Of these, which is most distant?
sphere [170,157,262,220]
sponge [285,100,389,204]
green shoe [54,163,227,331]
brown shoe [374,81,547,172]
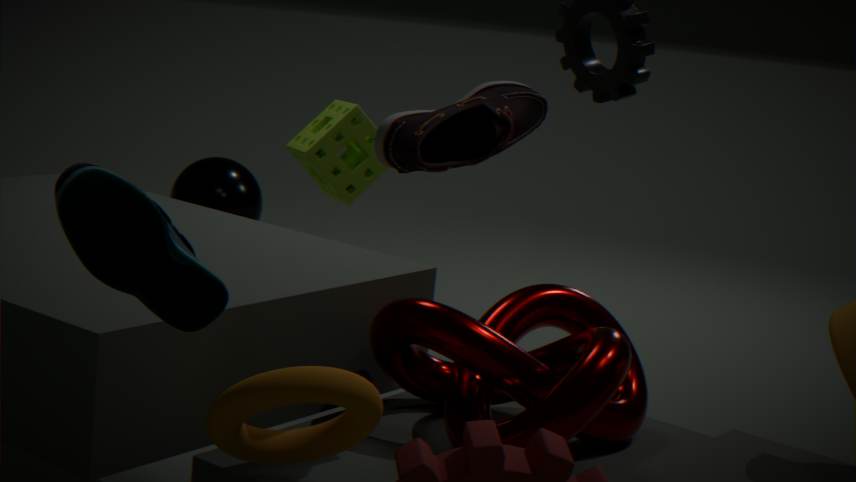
sphere [170,157,262,220]
